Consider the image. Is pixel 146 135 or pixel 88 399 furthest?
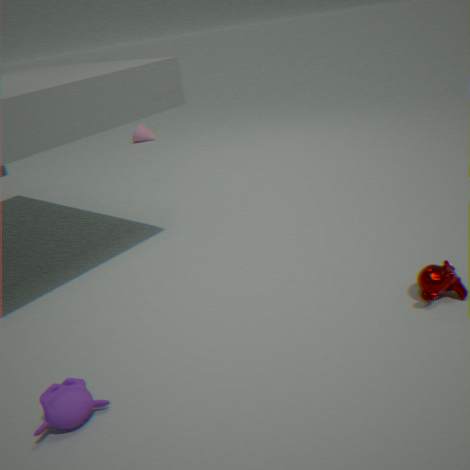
pixel 146 135
